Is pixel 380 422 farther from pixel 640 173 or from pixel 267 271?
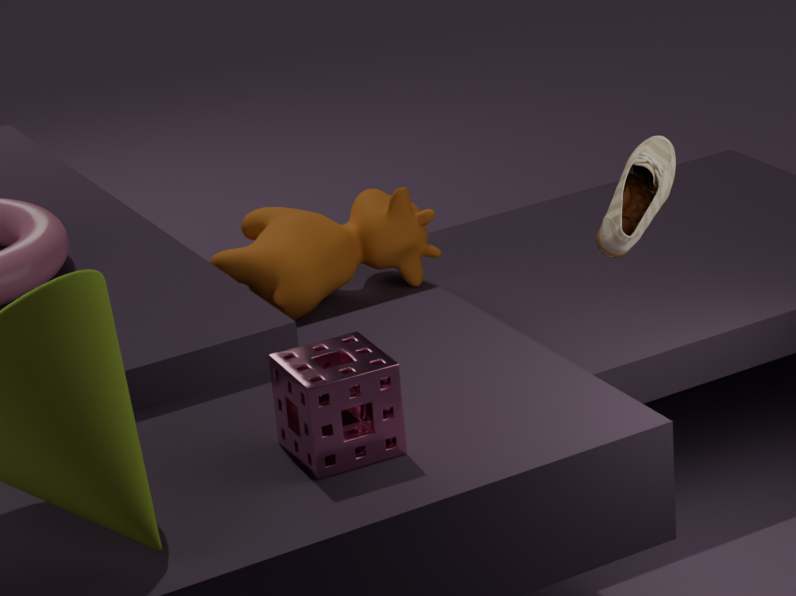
pixel 267 271
